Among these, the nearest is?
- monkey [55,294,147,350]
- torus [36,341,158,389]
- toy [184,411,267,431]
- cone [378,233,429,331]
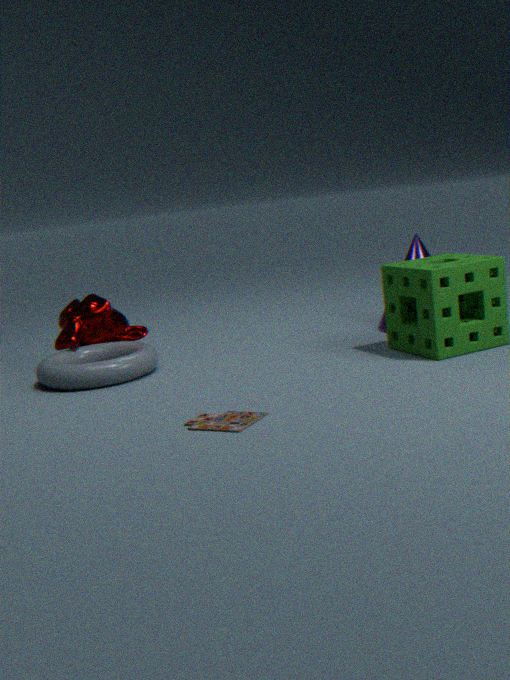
toy [184,411,267,431]
